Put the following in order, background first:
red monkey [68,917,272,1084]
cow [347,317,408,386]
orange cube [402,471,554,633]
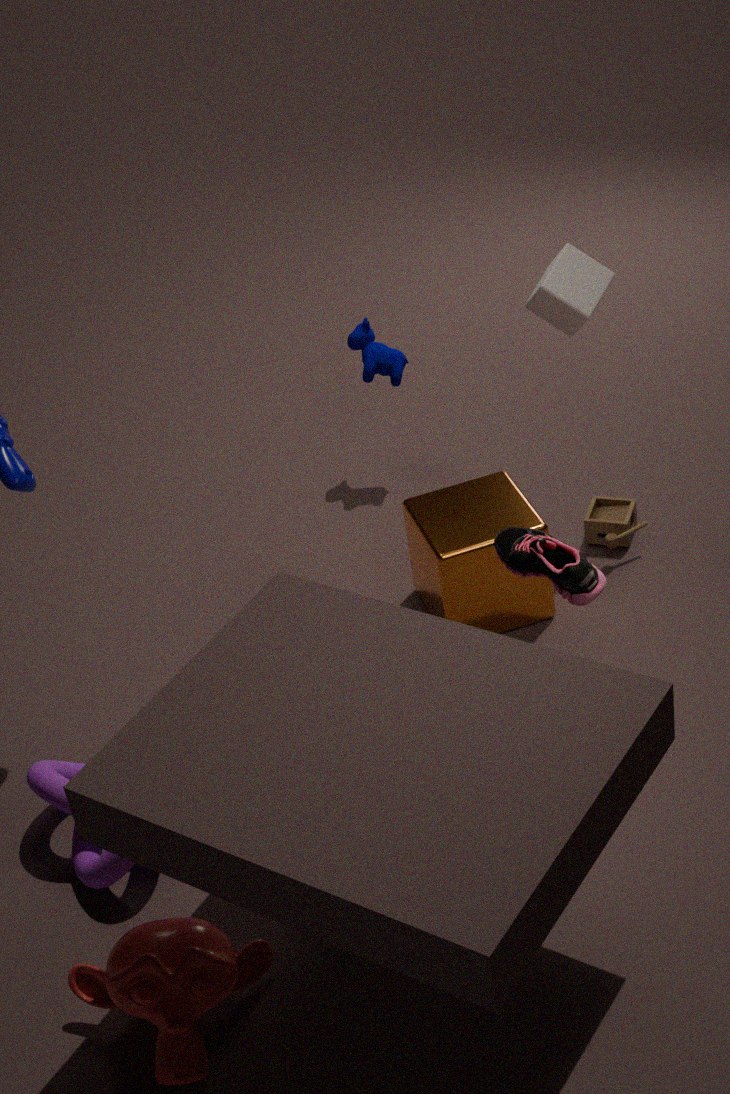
1. cow [347,317,408,386]
2. orange cube [402,471,554,633]
3. red monkey [68,917,272,1084]
